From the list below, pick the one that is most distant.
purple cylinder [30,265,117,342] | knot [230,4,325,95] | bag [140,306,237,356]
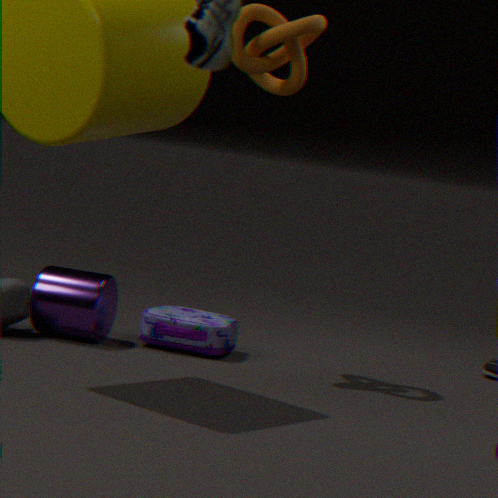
bag [140,306,237,356]
